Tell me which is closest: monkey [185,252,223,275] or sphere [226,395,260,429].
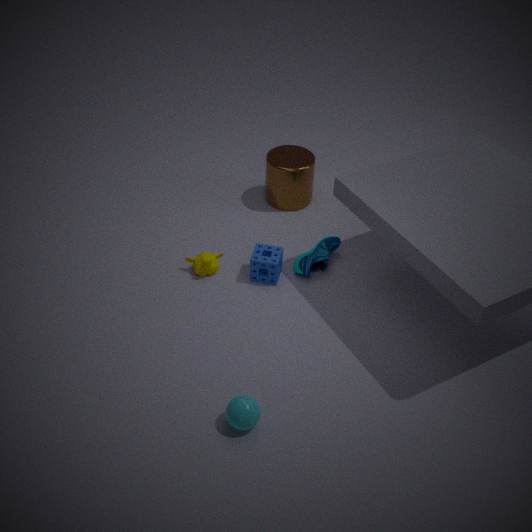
sphere [226,395,260,429]
